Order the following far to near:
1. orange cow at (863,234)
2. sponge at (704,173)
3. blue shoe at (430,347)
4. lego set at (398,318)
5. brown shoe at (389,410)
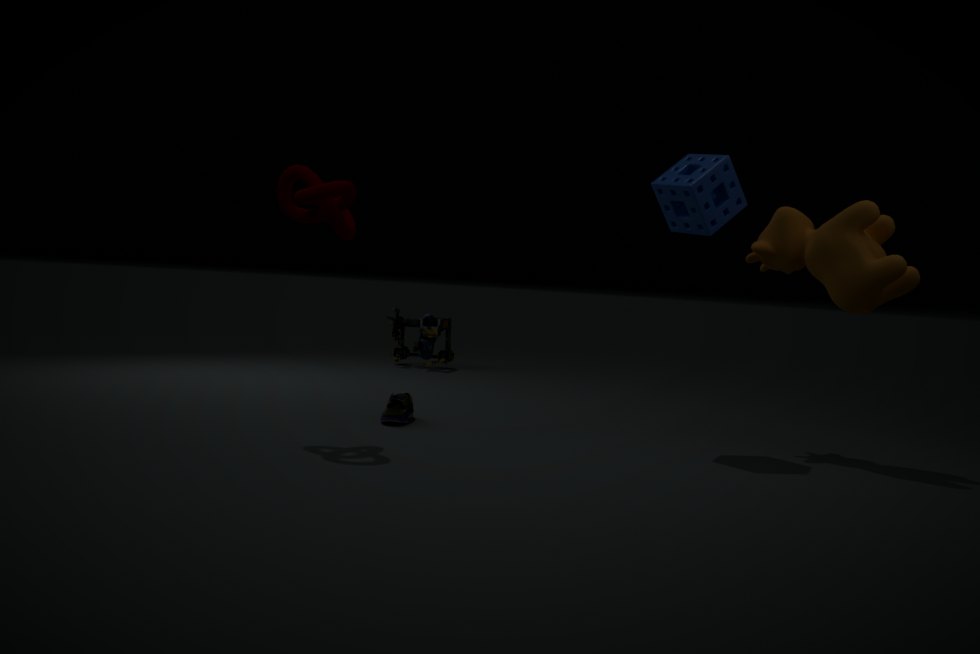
blue shoe at (430,347) < lego set at (398,318) < brown shoe at (389,410) < sponge at (704,173) < orange cow at (863,234)
